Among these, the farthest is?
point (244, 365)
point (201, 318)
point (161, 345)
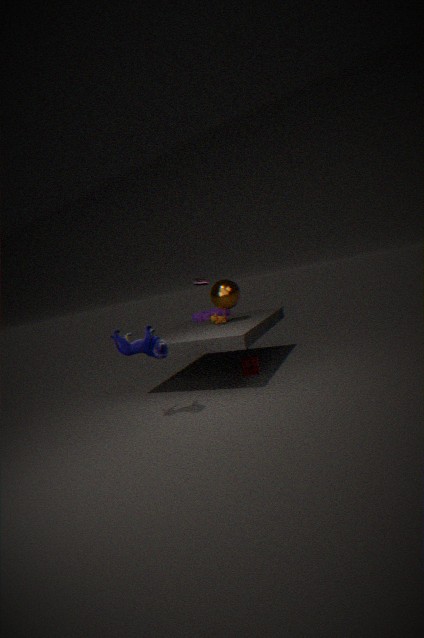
point (201, 318)
